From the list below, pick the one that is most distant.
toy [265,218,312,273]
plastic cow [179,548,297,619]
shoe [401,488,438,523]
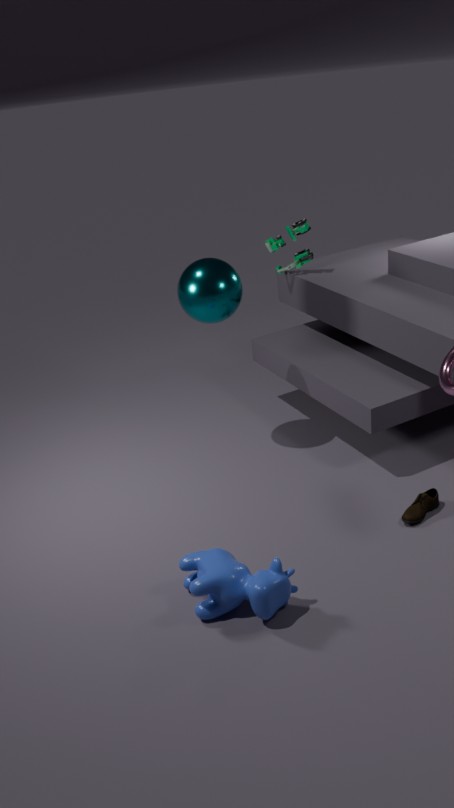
toy [265,218,312,273]
